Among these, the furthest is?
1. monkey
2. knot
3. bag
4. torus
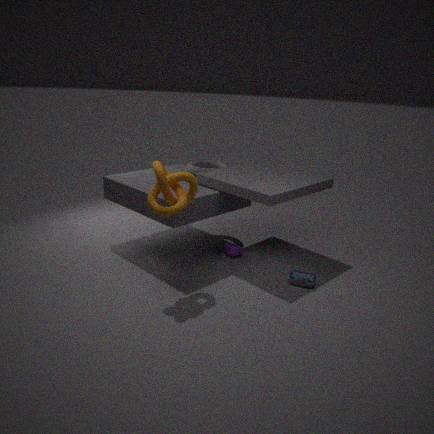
torus
